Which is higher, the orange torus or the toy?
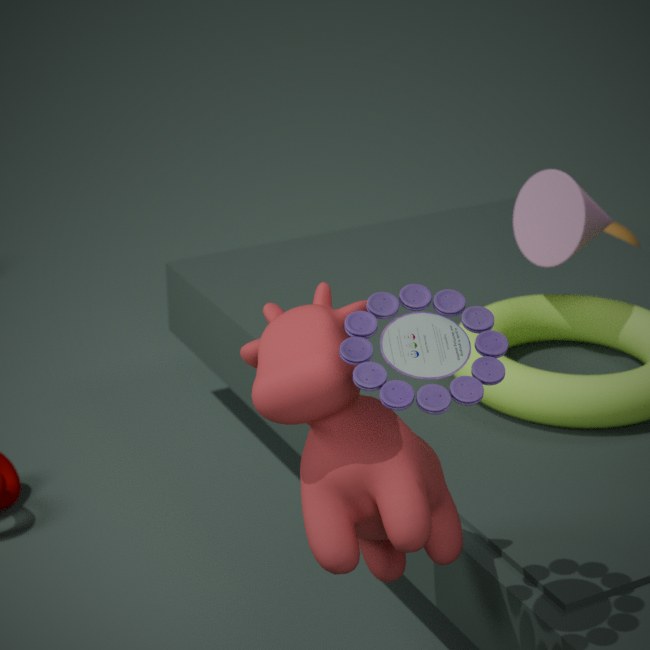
the toy
